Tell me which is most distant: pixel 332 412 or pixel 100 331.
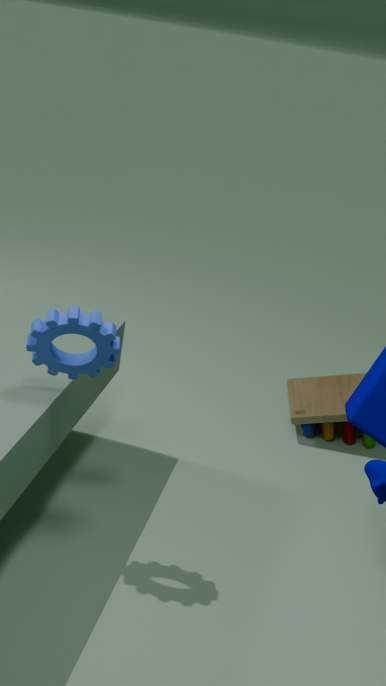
pixel 332 412
